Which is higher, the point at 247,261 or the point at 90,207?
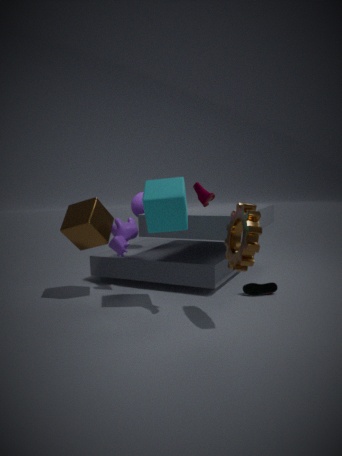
the point at 90,207
